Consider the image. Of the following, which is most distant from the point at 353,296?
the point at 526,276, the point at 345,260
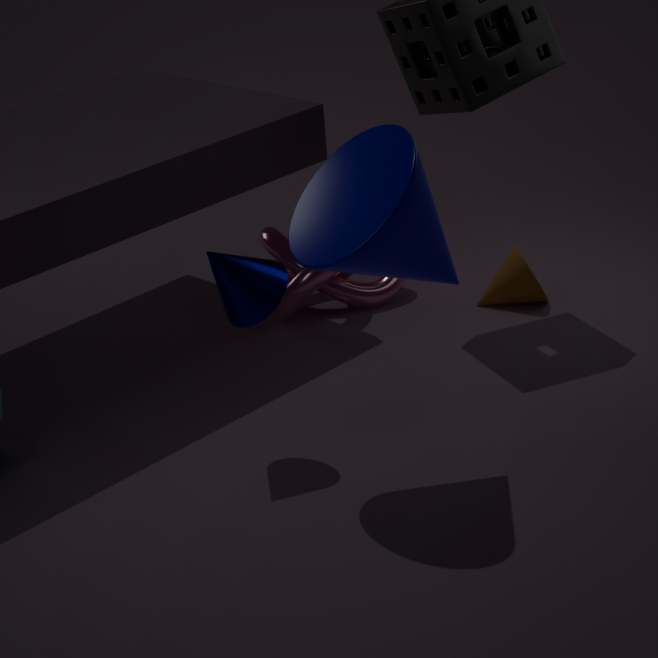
the point at 345,260
